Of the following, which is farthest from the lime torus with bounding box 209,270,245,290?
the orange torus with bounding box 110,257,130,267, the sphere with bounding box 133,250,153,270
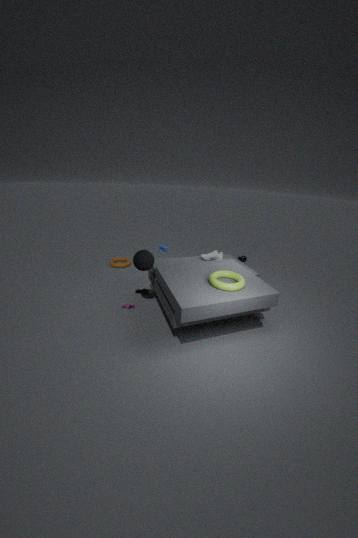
the orange torus with bounding box 110,257,130,267
